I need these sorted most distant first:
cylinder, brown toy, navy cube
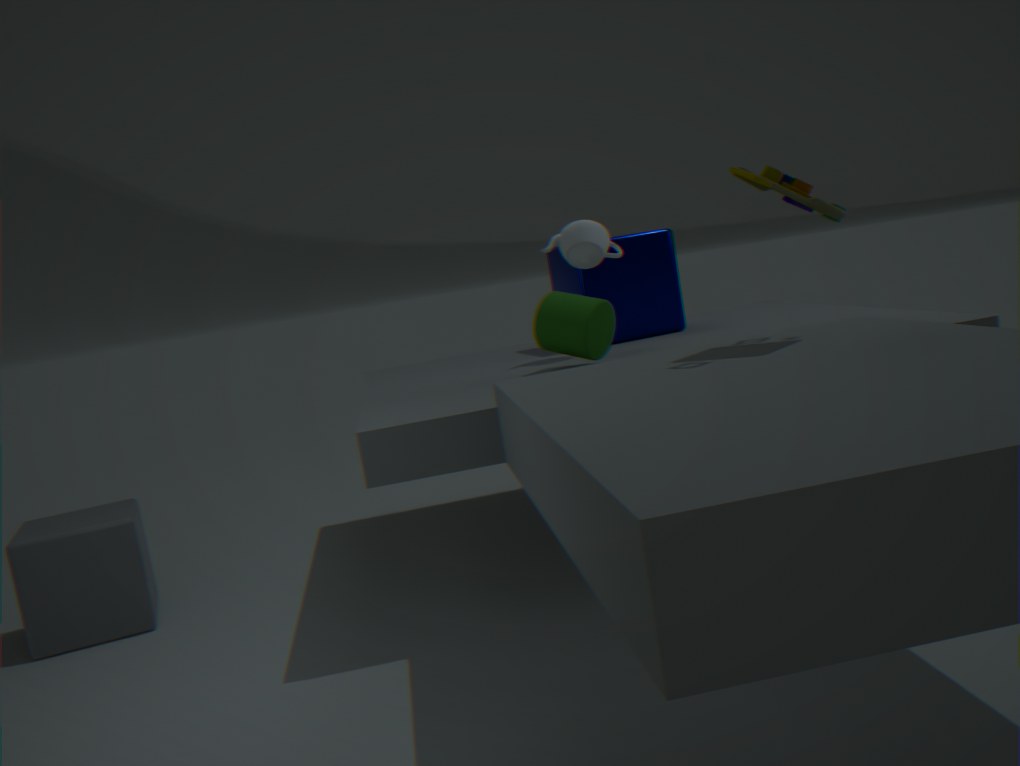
1. navy cube
2. cylinder
3. brown toy
